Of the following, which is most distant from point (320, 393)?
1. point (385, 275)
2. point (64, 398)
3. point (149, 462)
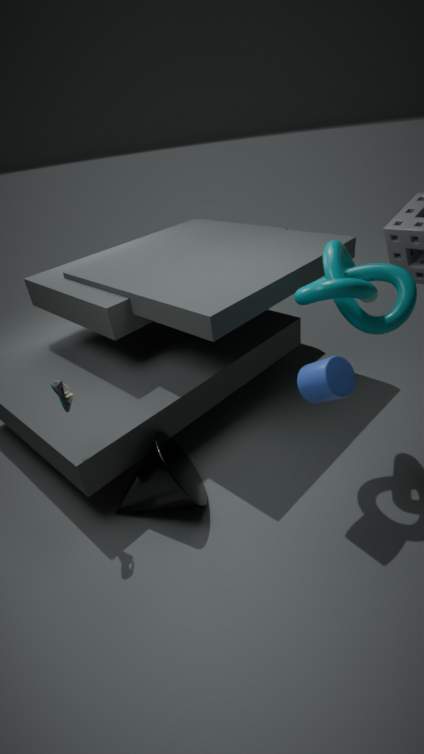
point (64, 398)
